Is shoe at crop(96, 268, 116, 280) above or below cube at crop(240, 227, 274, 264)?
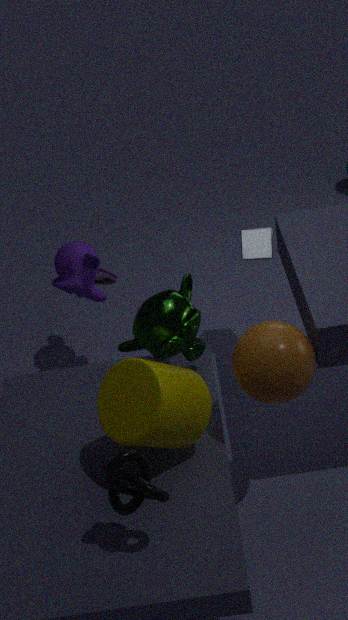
below
